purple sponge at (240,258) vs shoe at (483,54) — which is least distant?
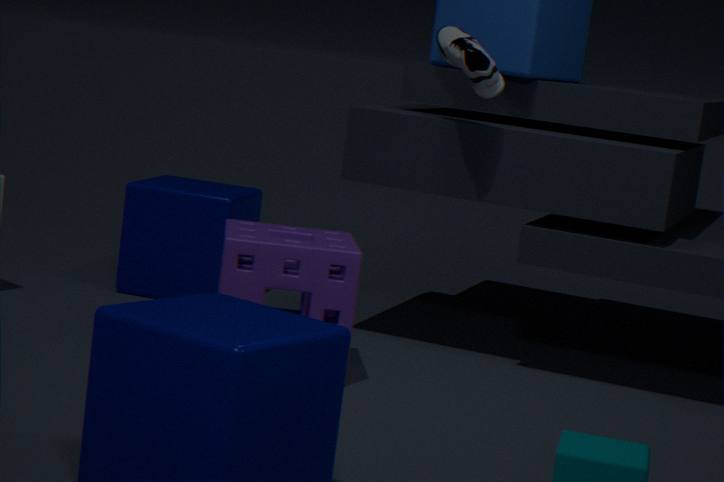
purple sponge at (240,258)
